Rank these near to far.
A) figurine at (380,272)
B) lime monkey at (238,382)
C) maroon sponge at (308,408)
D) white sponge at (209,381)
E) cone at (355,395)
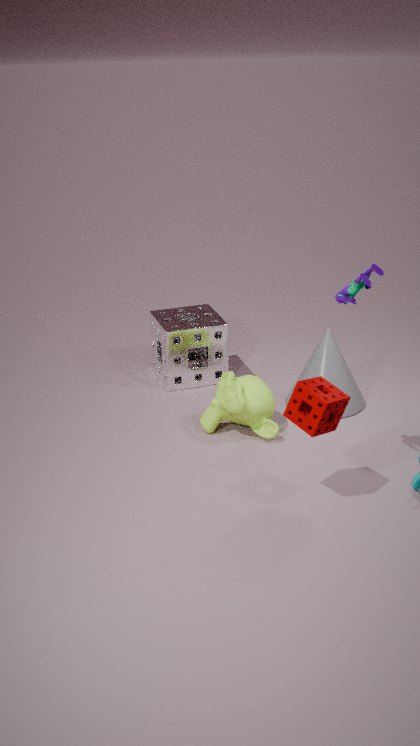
1. figurine at (380,272)
2. maroon sponge at (308,408)
3. lime monkey at (238,382)
4. cone at (355,395)
5. white sponge at (209,381)
